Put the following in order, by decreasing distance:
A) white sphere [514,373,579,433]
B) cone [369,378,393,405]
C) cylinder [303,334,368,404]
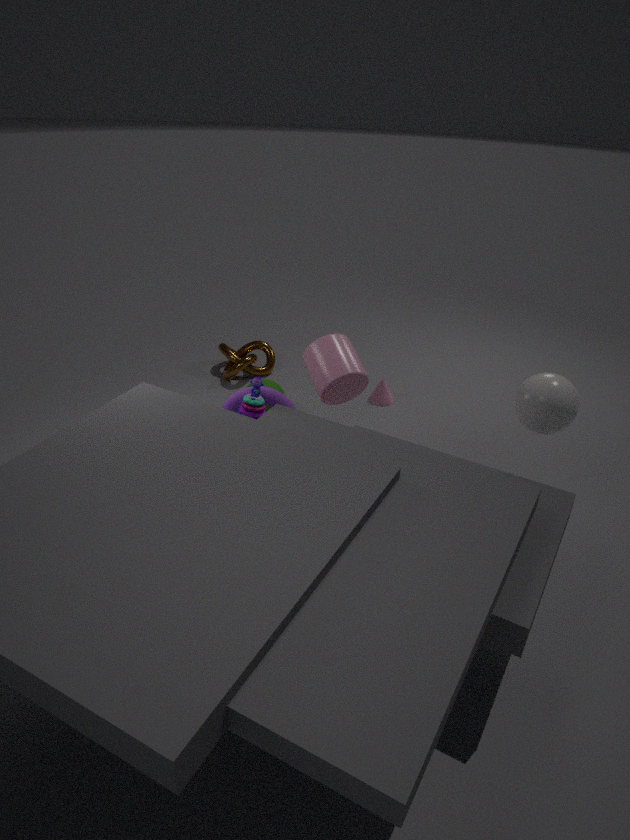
1. cone [369,378,393,405]
2. cylinder [303,334,368,404]
3. white sphere [514,373,579,433]
